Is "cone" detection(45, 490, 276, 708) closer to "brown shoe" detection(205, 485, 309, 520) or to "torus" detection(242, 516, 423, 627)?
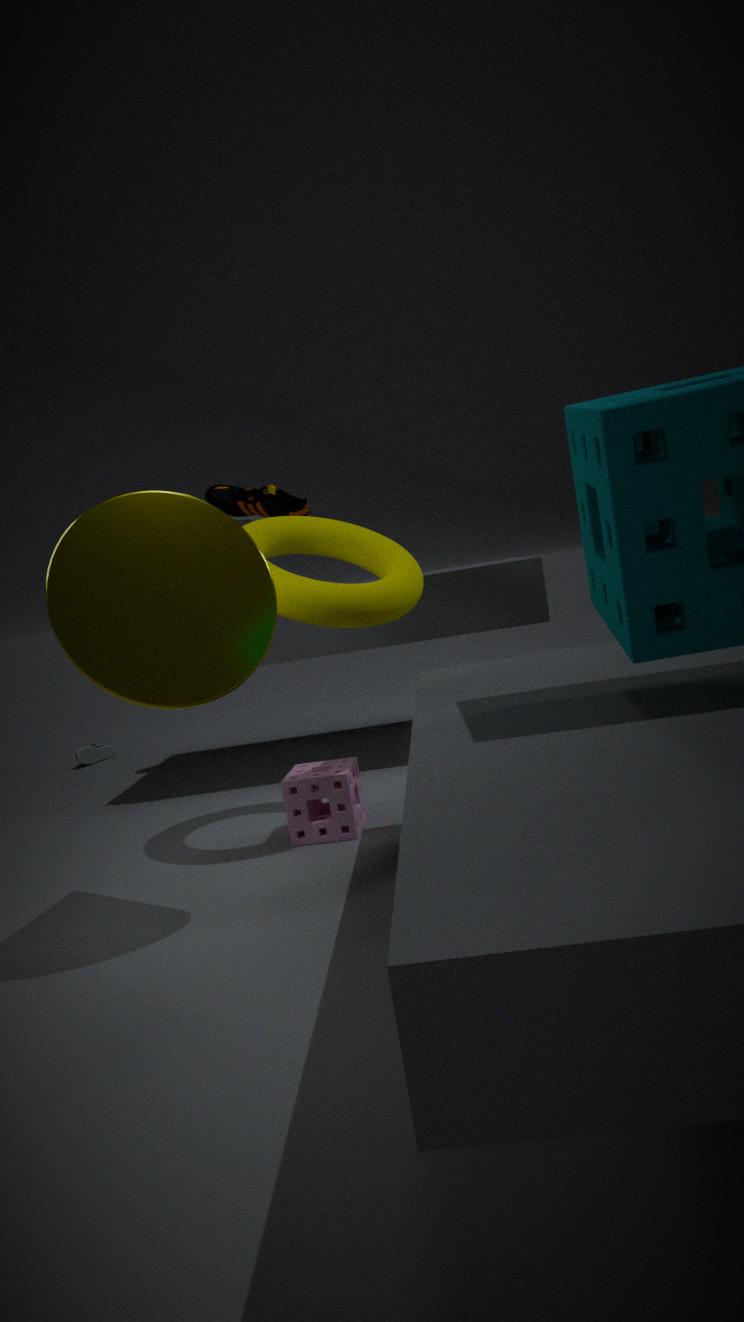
"torus" detection(242, 516, 423, 627)
